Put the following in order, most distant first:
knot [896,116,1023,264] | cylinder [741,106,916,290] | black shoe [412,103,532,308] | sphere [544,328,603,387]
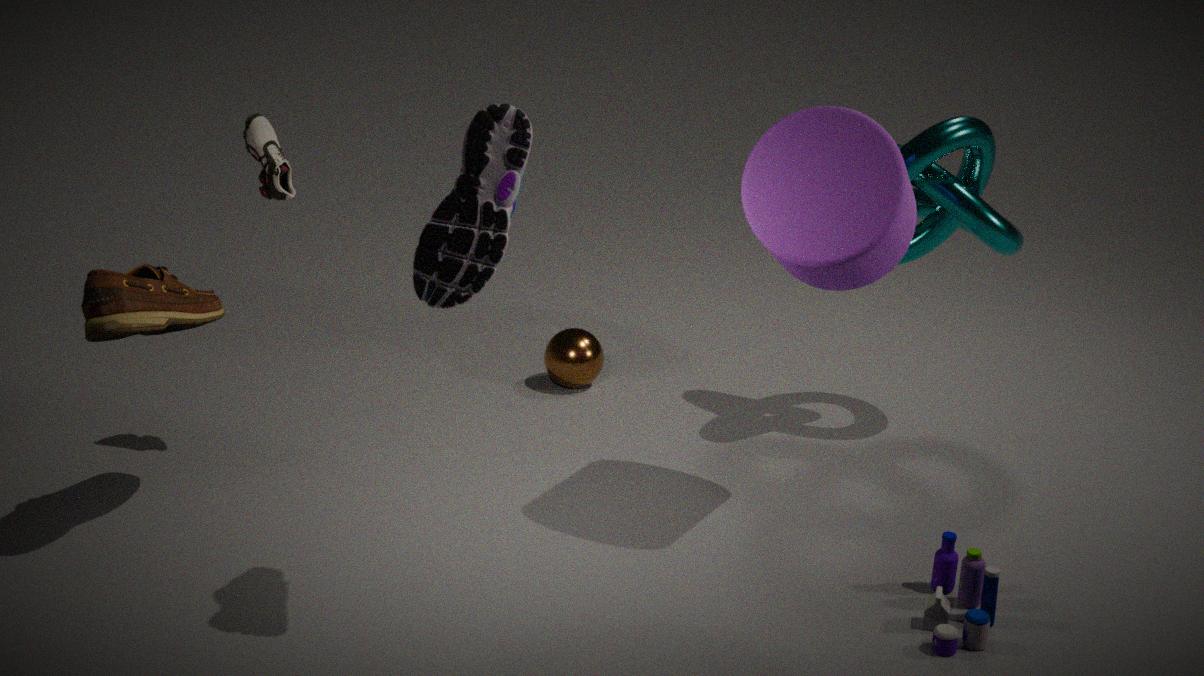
sphere [544,328,603,387] → knot [896,116,1023,264] → cylinder [741,106,916,290] → black shoe [412,103,532,308]
